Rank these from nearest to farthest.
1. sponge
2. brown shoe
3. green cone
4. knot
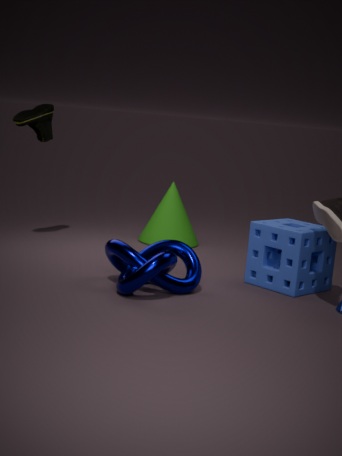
knot < sponge < brown shoe < green cone
